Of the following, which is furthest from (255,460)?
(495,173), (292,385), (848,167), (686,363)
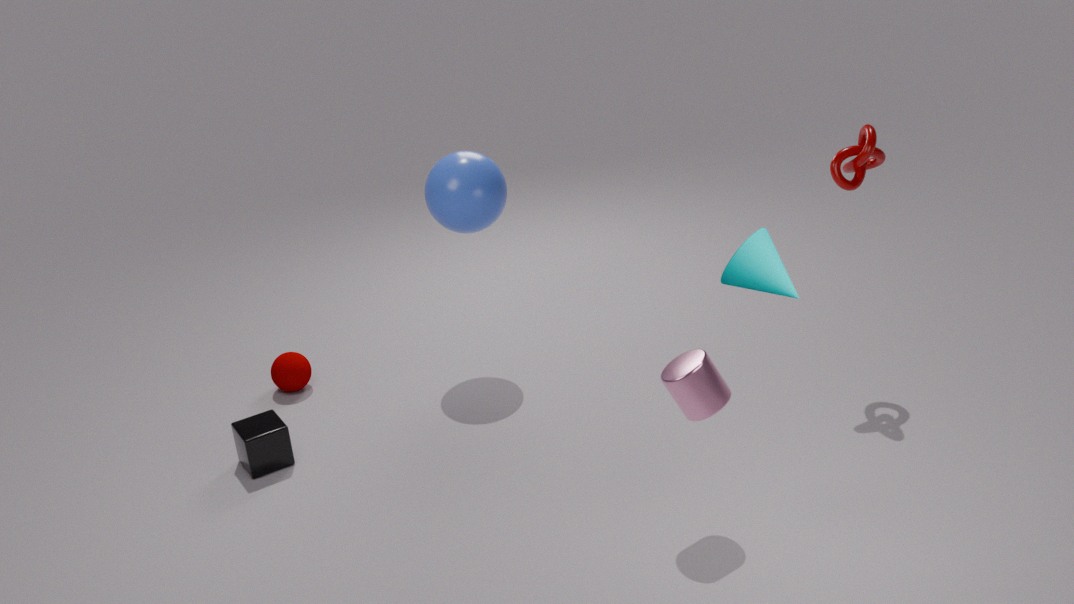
(848,167)
